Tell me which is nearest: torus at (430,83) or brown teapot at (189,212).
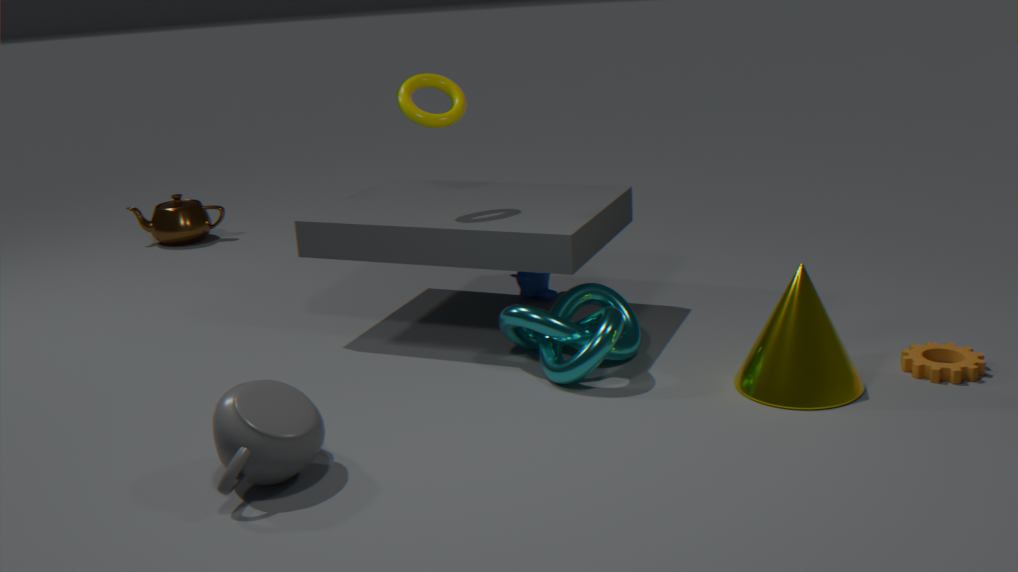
torus at (430,83)
